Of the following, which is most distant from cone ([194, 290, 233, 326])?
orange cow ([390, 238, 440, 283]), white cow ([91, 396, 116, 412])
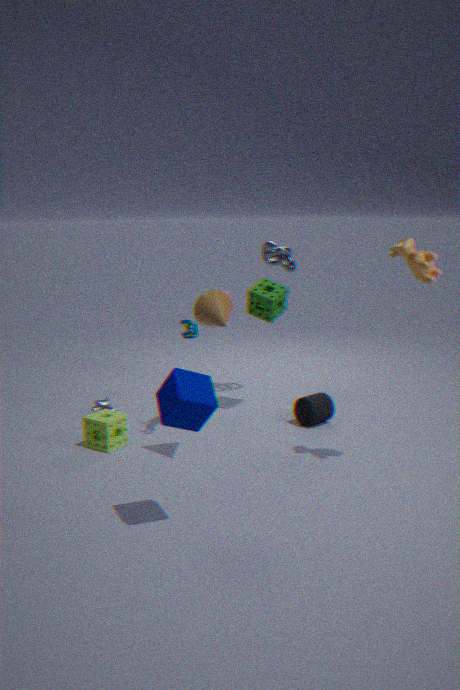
white cow ([91, 396, 116, 412])
